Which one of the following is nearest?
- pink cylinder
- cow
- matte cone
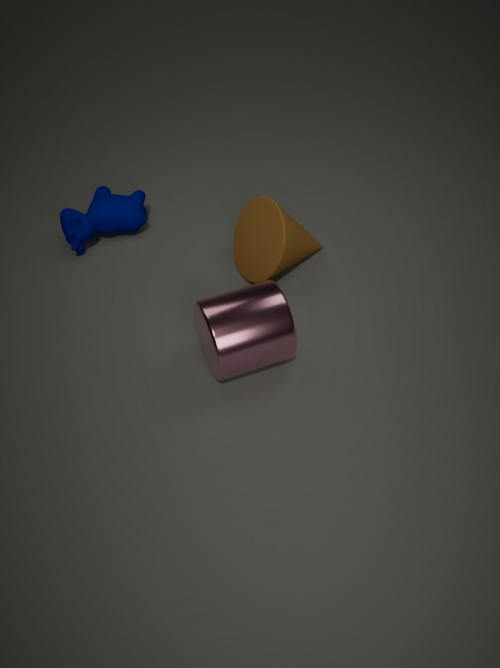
pink cylinder
